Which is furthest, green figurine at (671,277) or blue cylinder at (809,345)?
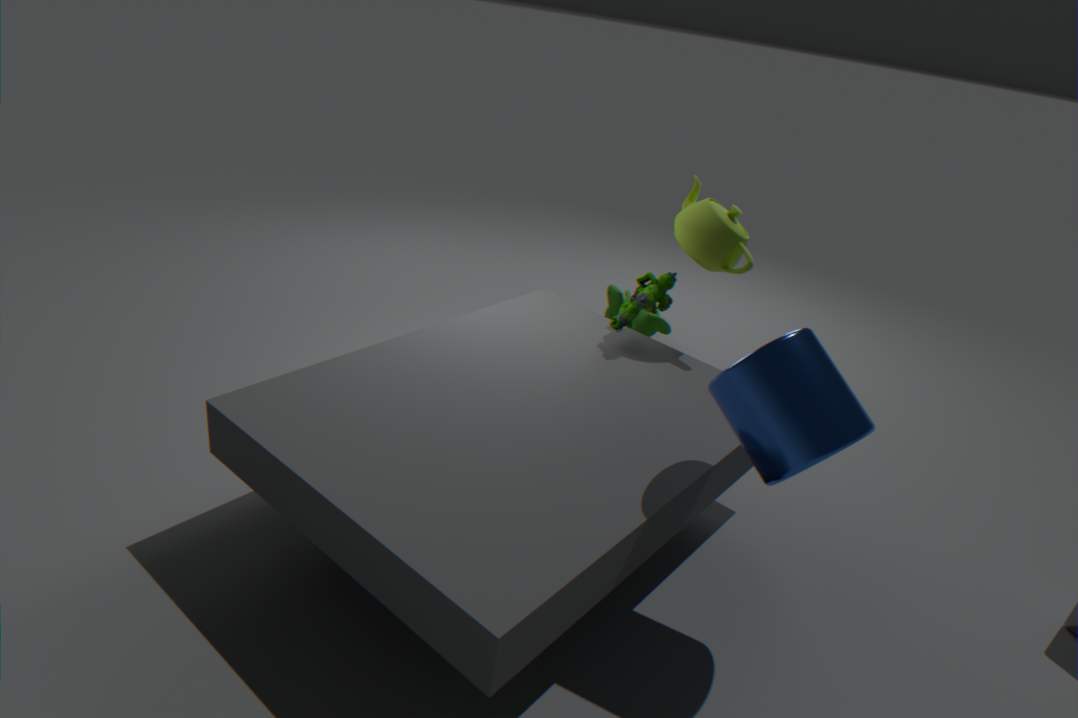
green figurine at (671,277)
